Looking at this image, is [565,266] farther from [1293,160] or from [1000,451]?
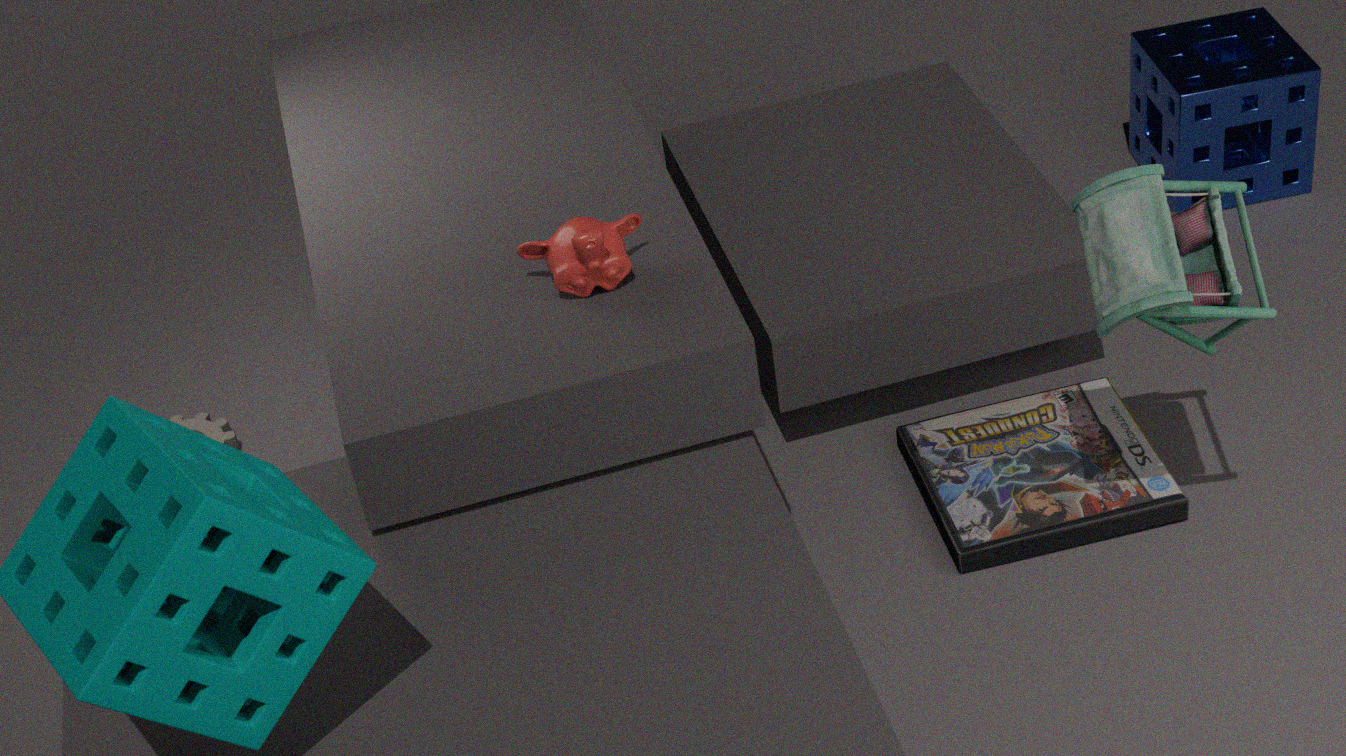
[1293,160]
